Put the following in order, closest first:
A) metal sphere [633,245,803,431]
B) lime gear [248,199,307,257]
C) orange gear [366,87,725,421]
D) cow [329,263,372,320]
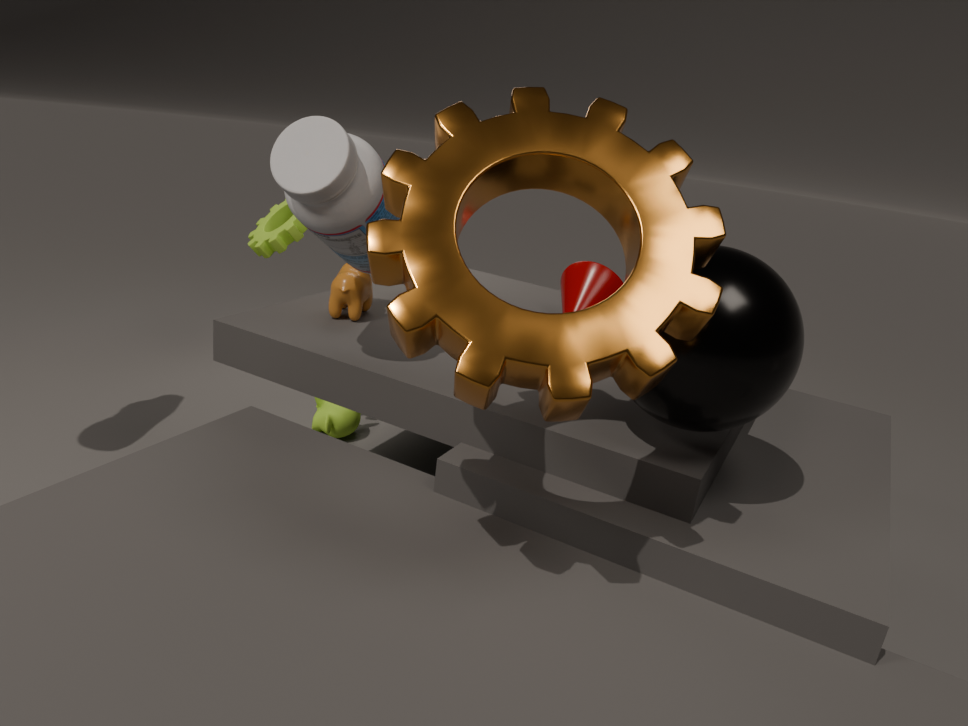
orange gear [366,87,725,421] → metal sphere [633,245,803,431] → cow [329,263,372,320] → lime gear [248,199,307,257]
